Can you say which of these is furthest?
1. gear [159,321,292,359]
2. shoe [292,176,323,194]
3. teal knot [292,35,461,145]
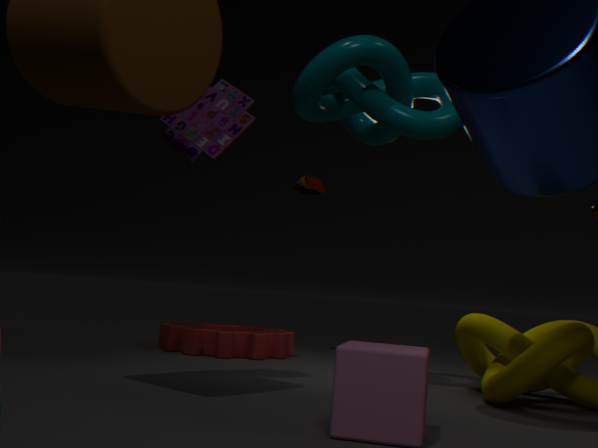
shoe [292,176,323,194]
